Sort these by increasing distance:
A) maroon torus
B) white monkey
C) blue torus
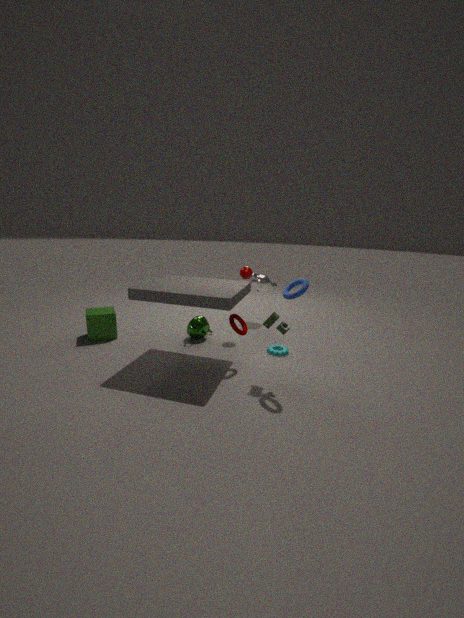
blue torus < maroon torus < white monkey
